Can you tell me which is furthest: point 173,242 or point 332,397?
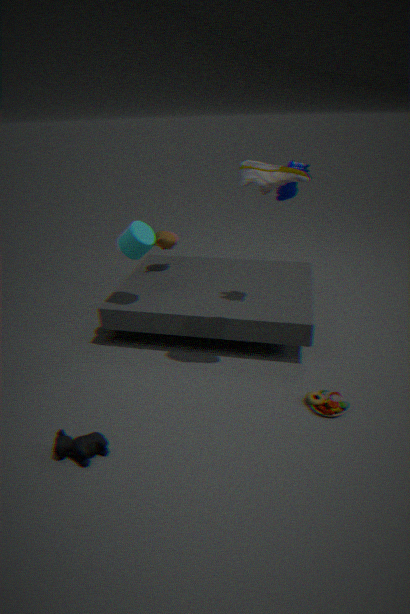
point 173,242
